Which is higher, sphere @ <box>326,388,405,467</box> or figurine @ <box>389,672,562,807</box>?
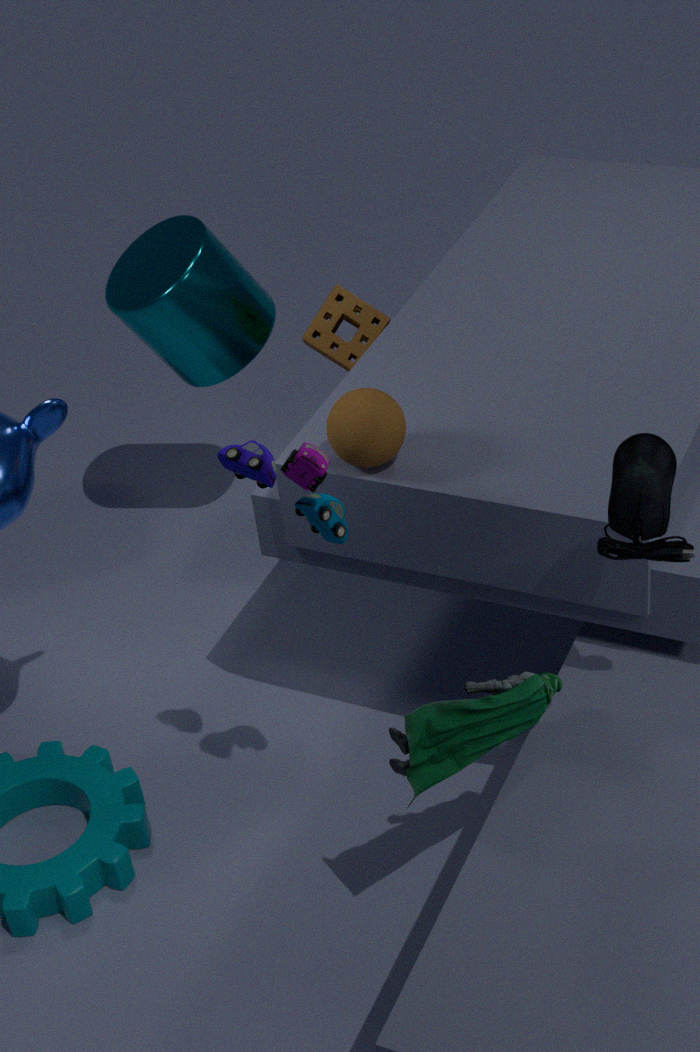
sphere @ <box>326,388,405,467</box>
